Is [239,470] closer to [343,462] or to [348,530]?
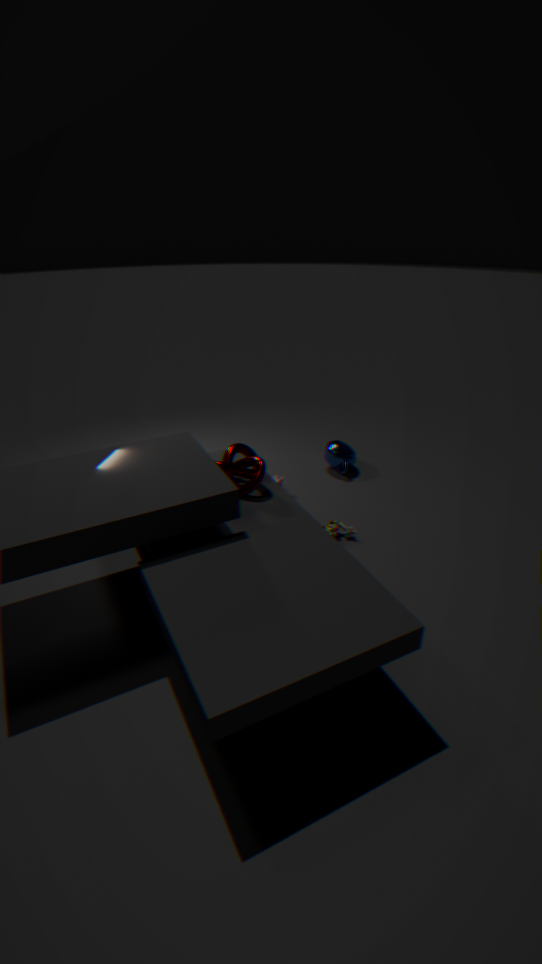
[348,530]
